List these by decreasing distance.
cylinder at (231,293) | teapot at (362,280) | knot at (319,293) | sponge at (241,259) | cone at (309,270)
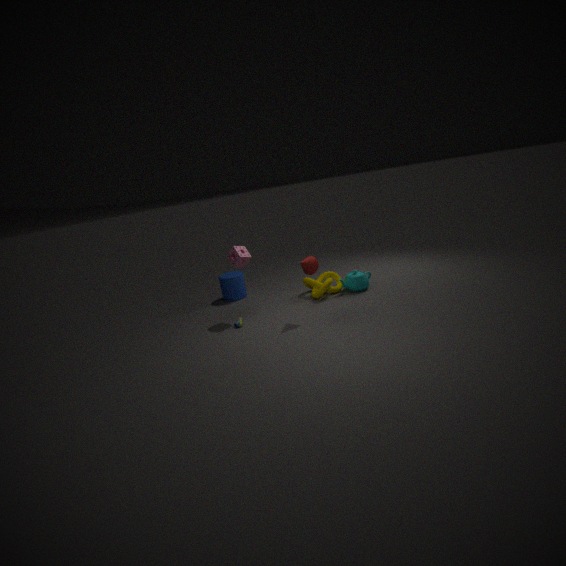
cylinder at (231,293)
teapot at (362,280)
knot at (319,293)
sponge at (241,259)
cone at (309,270)
